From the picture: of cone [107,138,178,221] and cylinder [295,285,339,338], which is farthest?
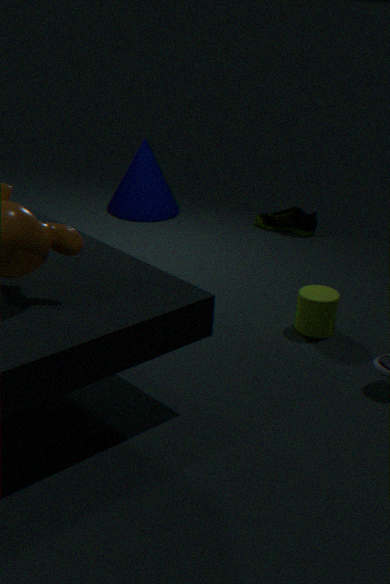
cone [107,138,178,221]
